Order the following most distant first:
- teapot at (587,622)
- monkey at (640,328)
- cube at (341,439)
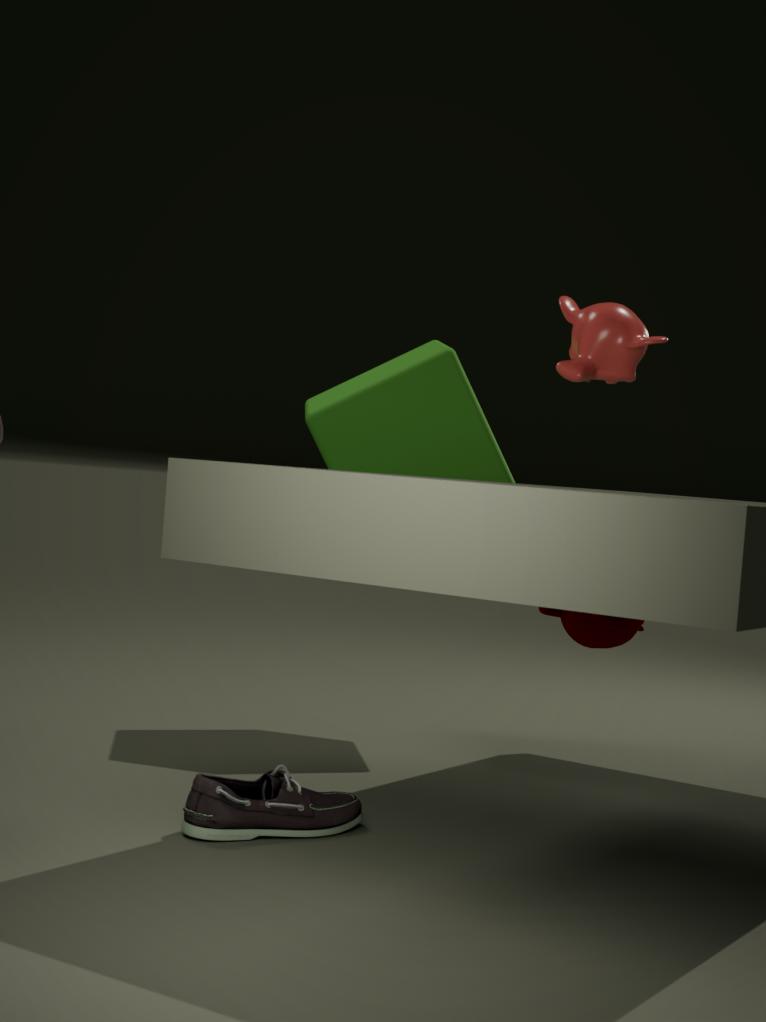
1. cube at (341,439)
2. teapot at (587,622)
3. monkey at (640,328)
